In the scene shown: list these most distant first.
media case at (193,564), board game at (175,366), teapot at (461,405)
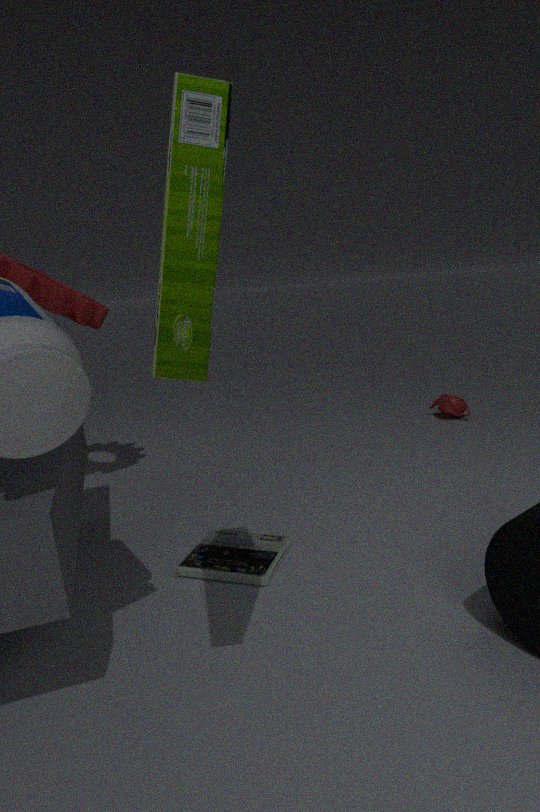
teapot at (461,405), media case at (193,564), board game at (175,366)
